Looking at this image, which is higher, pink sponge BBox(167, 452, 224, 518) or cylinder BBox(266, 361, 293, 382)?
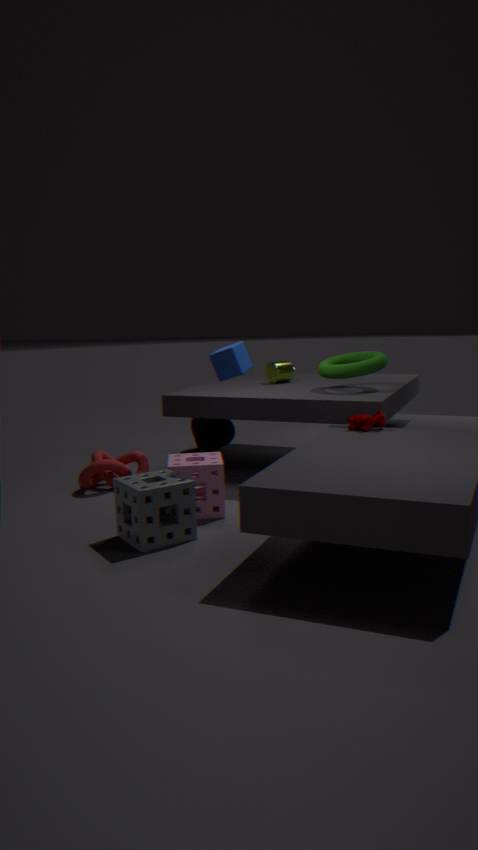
cylinder BBox(266, 361, 293, 382)
